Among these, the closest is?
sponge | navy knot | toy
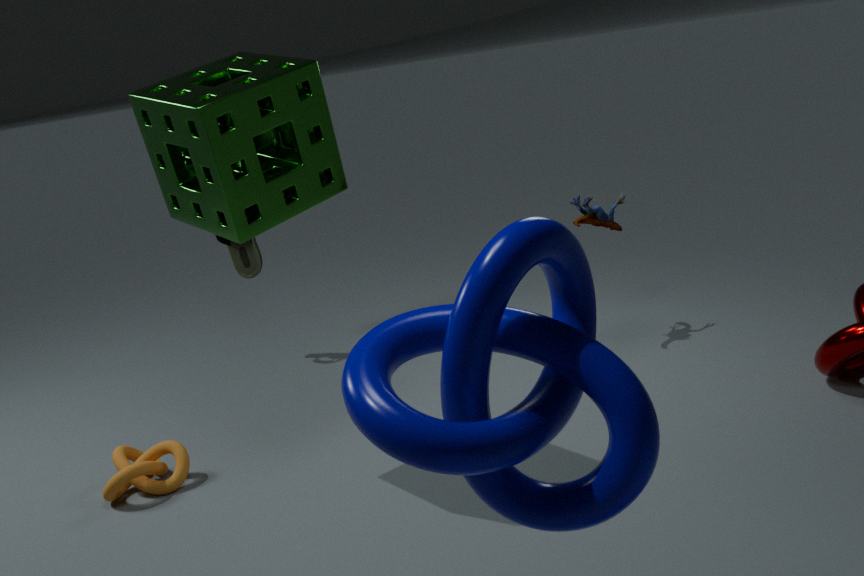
navy knot
